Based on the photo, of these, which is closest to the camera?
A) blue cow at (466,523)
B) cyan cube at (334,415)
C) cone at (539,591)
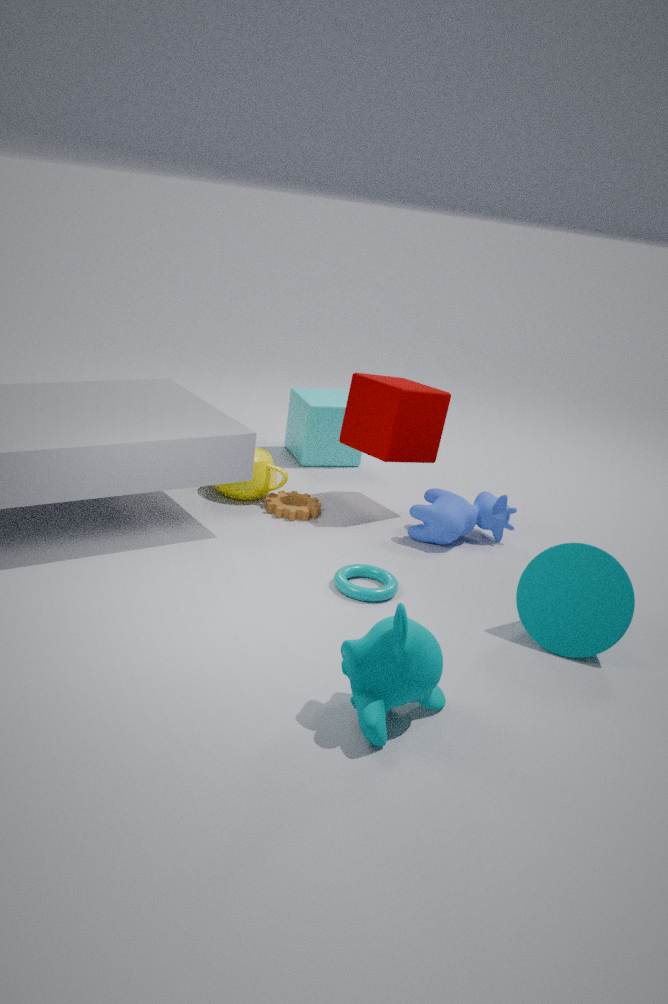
cone at (539,591)
